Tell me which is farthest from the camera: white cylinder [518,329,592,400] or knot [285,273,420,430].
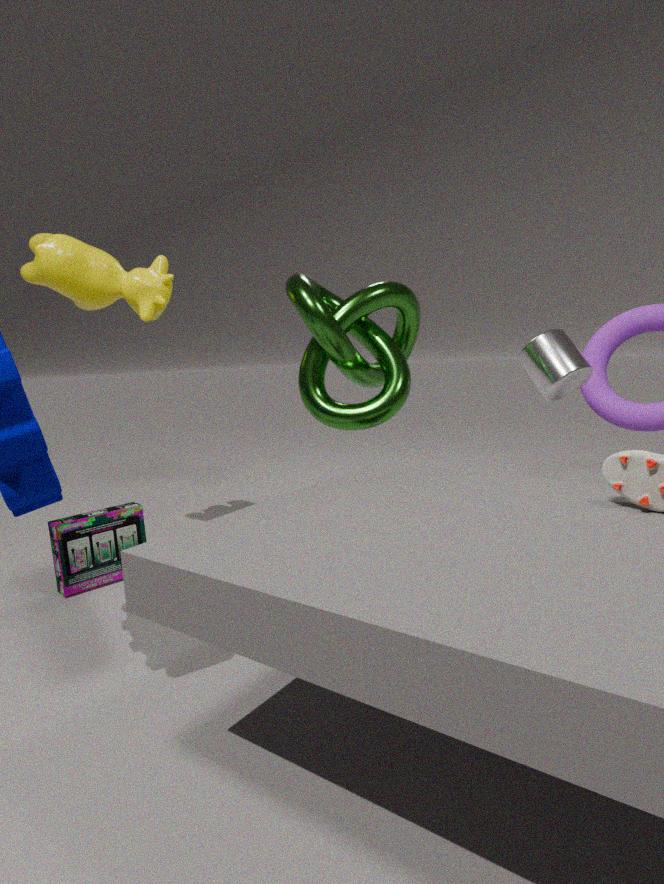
white cylinder [518,329,592,400]
